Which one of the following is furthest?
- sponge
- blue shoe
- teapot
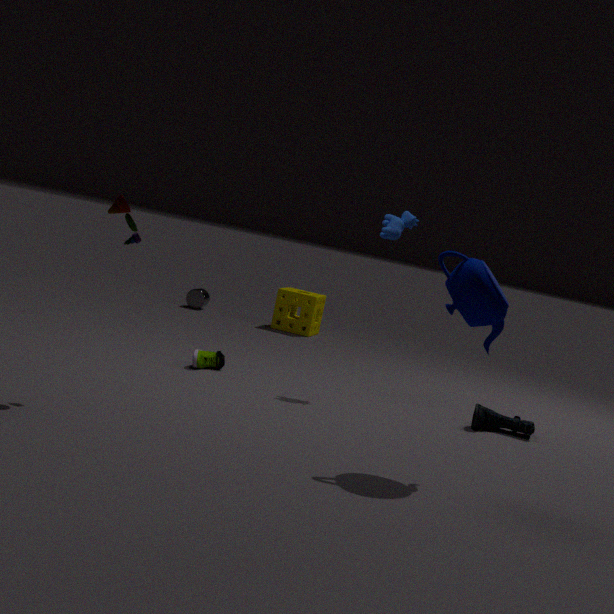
sponge
